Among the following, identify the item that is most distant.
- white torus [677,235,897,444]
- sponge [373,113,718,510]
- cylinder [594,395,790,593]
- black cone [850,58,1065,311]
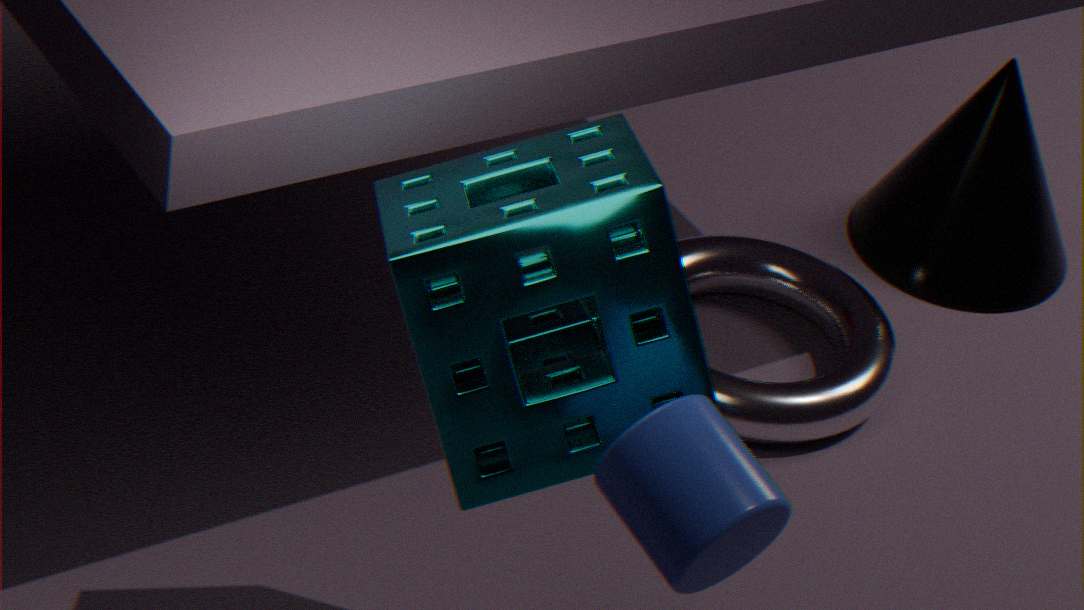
black cone [850,58,1065,311]
